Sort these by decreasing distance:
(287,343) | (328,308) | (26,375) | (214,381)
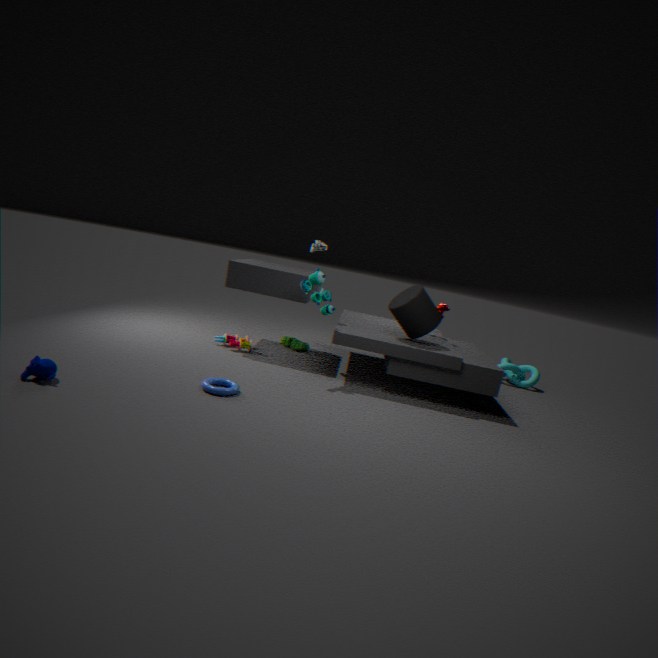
(287,343), (328,308), (214,381), (26,375)
